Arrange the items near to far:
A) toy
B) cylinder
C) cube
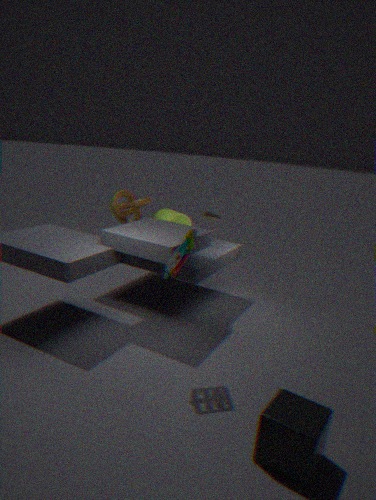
cube
toy
cylinder
